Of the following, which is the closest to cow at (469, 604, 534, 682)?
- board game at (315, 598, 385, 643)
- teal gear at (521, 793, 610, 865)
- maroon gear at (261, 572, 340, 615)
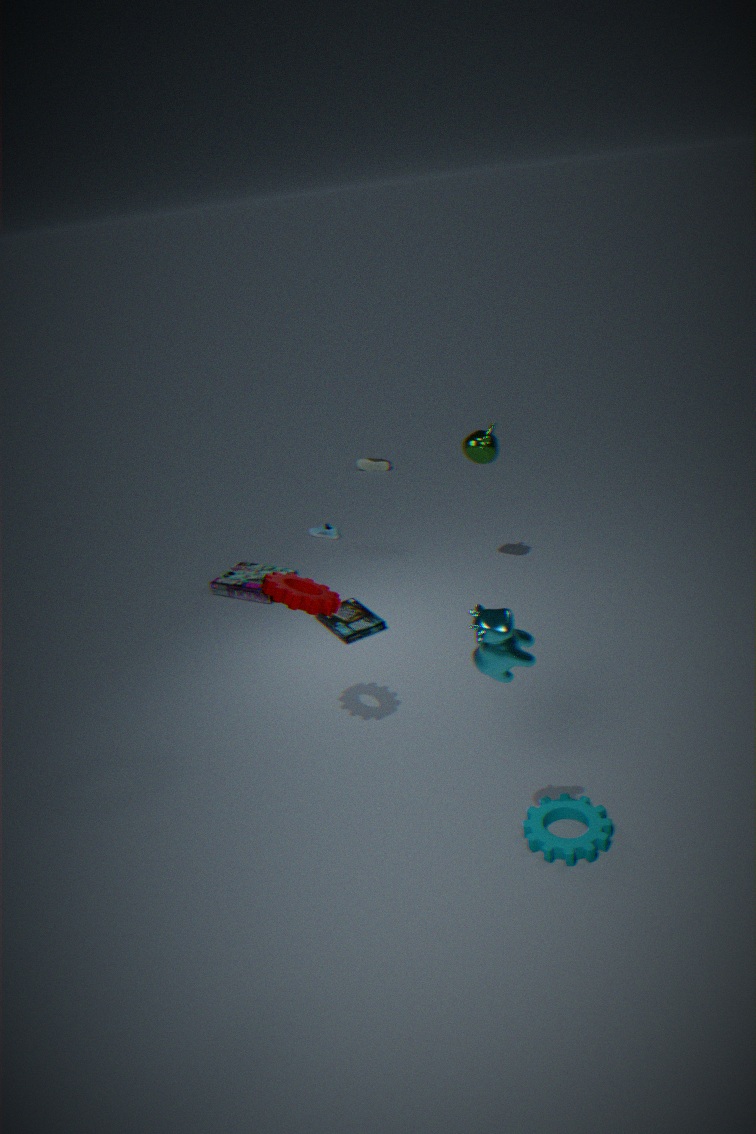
teal gear at (521, 793, 610, 865)
